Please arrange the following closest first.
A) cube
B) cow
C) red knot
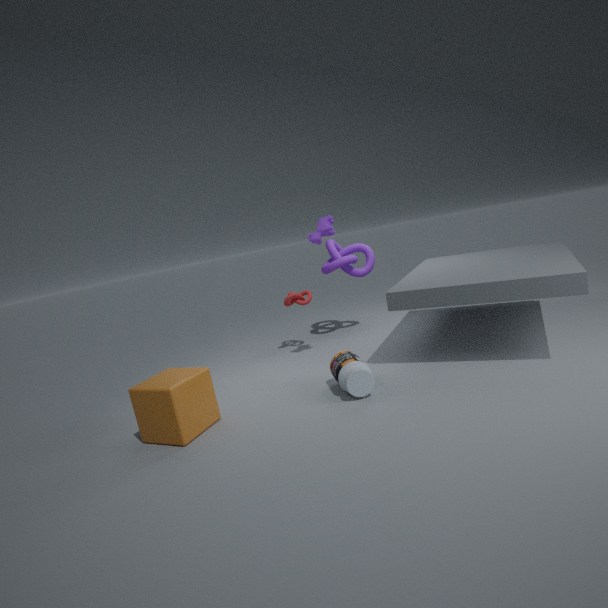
A. cube < B. cow < C. red knot
